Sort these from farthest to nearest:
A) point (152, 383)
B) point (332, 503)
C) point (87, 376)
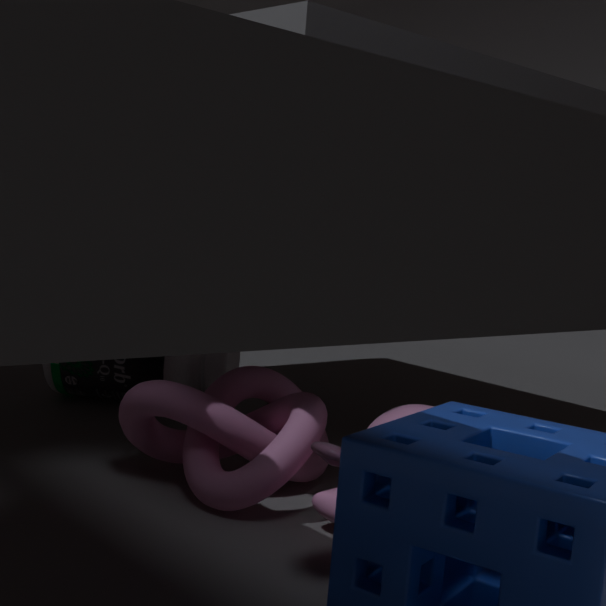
point (87, 376) < point (152, 383) < point (332, 503)
